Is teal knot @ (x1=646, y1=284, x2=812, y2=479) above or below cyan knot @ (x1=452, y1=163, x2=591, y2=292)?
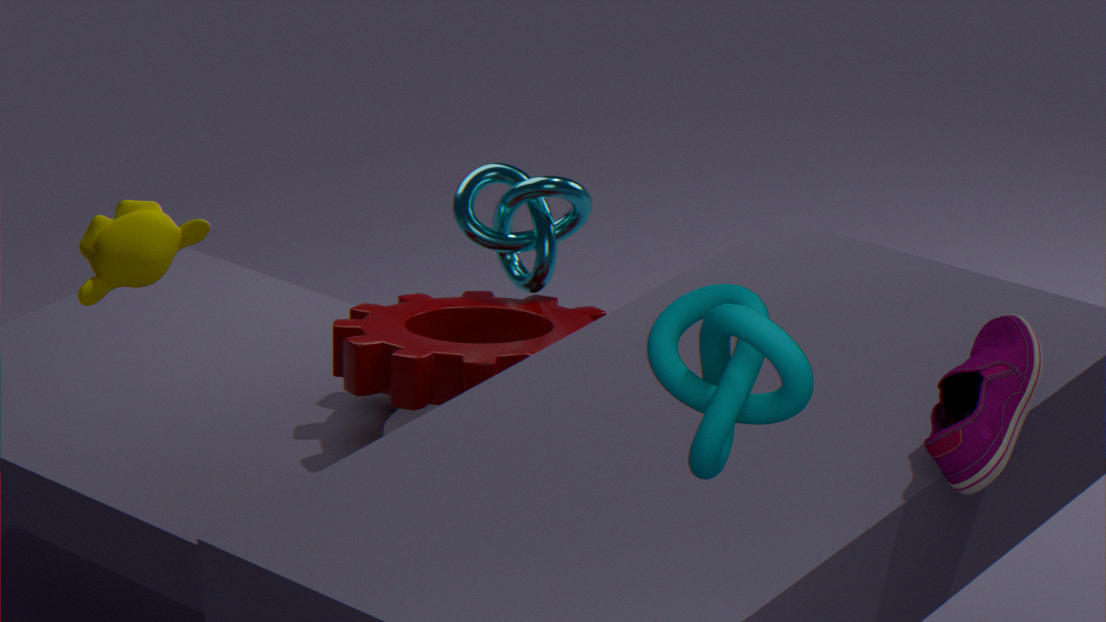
above
